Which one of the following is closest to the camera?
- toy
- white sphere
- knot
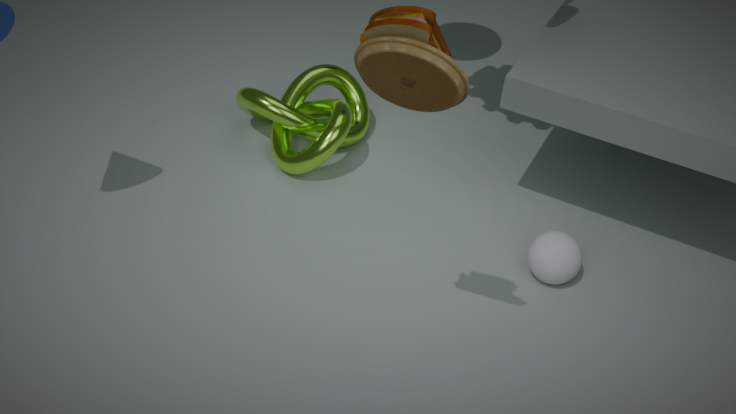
toy
